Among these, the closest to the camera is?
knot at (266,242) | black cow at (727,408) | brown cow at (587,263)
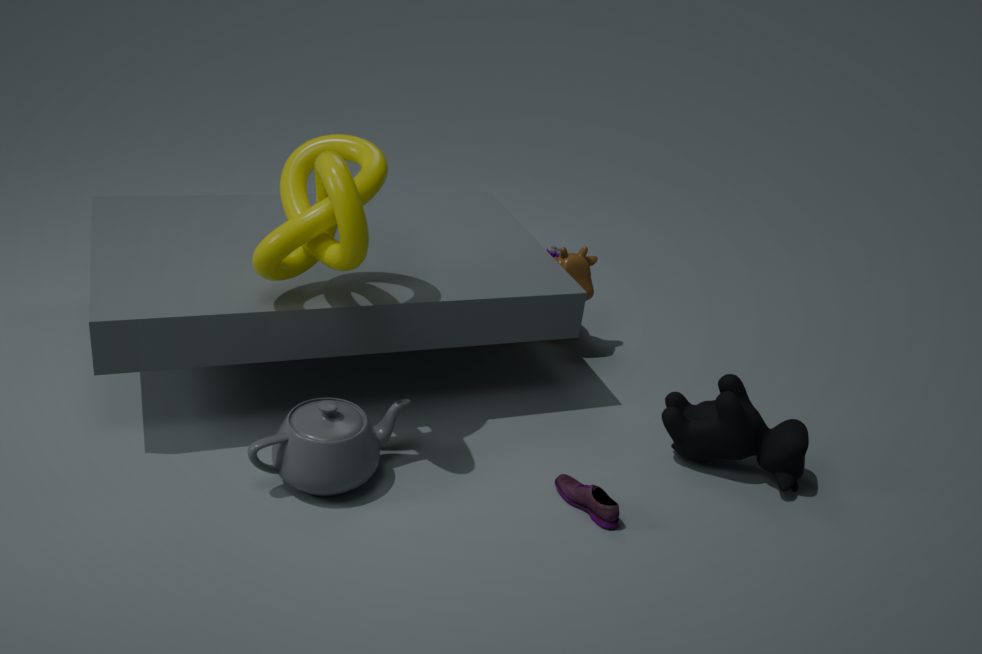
knot at (266,242)
